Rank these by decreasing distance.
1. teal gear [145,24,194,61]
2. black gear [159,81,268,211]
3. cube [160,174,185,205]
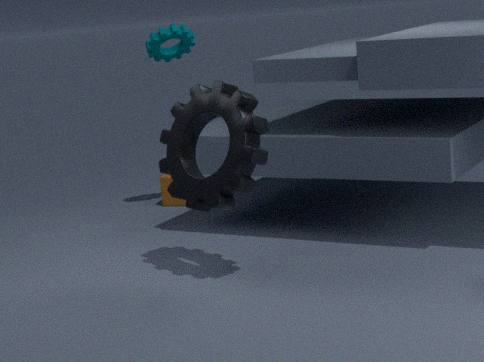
cube [160,174,185,205], teal gear [145,24,194,61], black gear [159,81,268,211]
